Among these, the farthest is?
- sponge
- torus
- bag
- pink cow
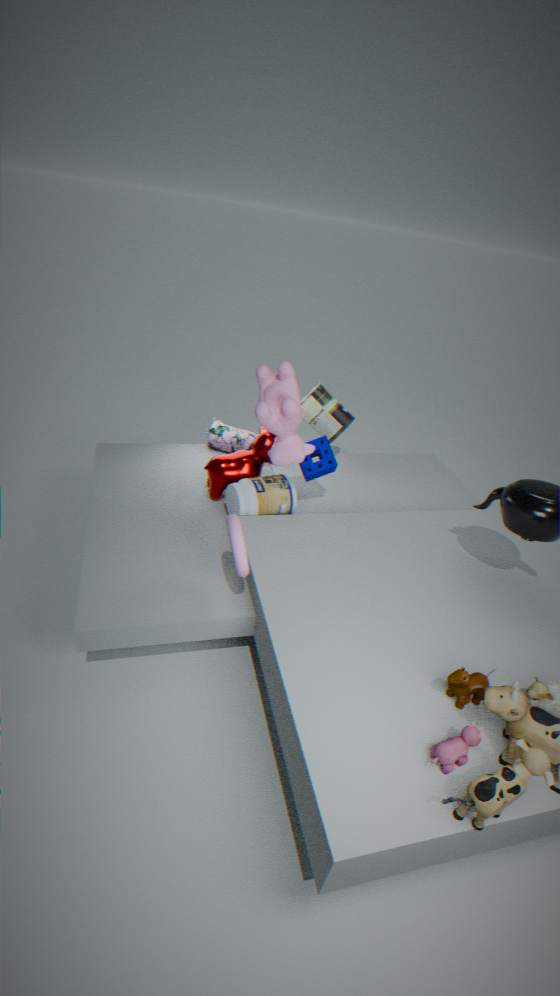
bag
